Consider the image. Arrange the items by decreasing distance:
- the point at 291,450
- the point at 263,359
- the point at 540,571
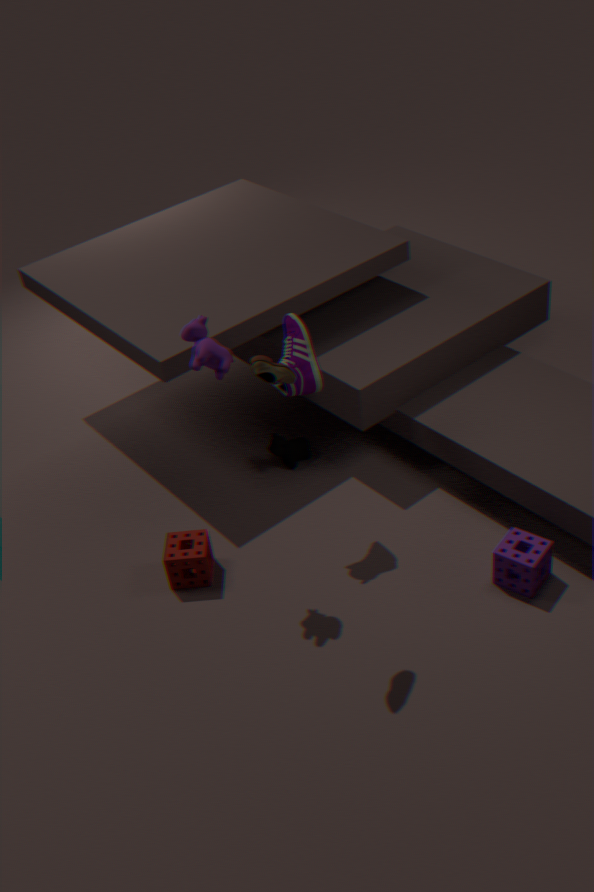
the point at 291,450
the point at 540,571
the point at 263,359
